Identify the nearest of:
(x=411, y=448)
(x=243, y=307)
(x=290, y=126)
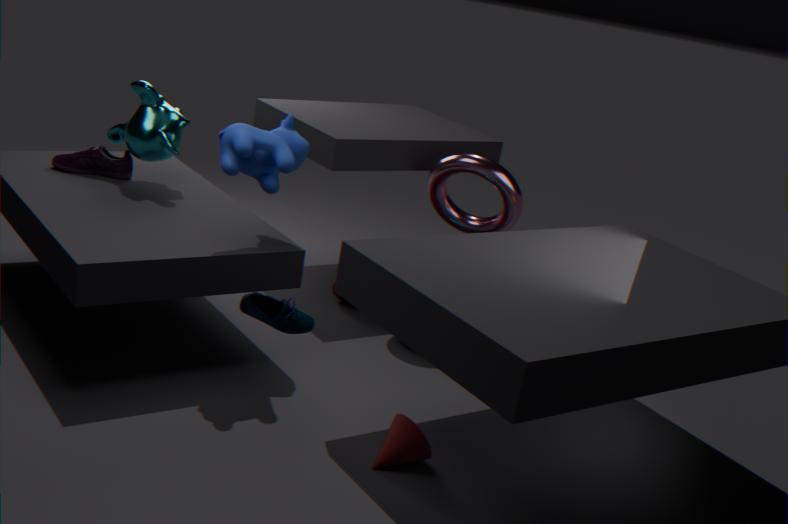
(x=243, y=307)
